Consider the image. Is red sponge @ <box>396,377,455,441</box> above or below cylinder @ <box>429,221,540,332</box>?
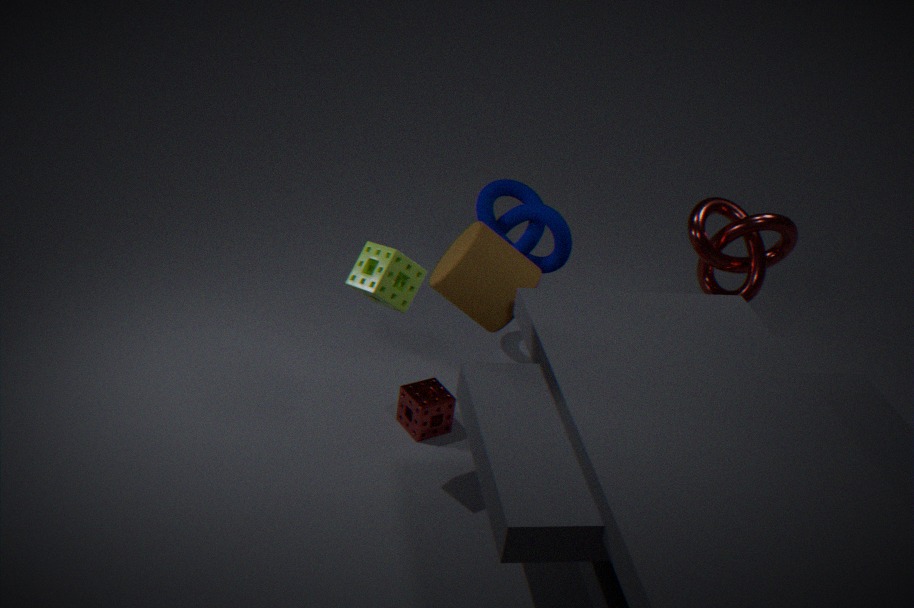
below
